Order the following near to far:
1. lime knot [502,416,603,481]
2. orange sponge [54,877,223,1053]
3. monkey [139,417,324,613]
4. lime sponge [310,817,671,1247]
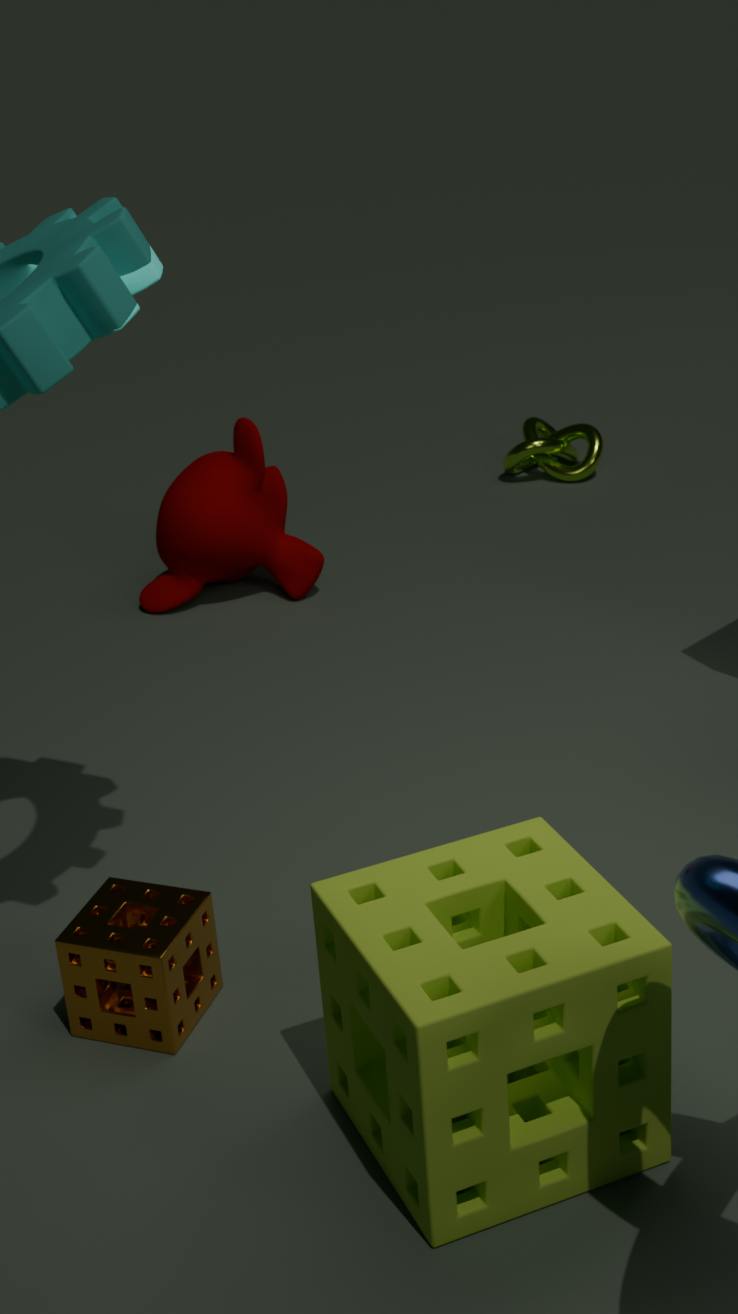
lime sponge [310,817,671,1247] → orange sponge [54,877,223,1053] → monkey [139,417,324,613] → lime knot [502,416,603,481]
